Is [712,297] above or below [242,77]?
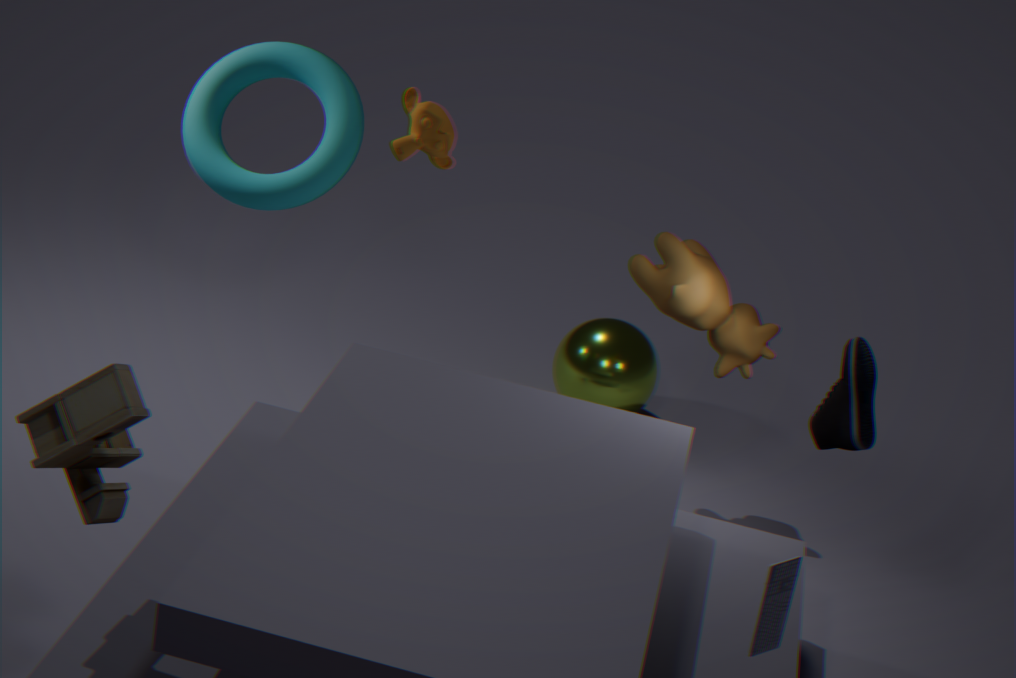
below
